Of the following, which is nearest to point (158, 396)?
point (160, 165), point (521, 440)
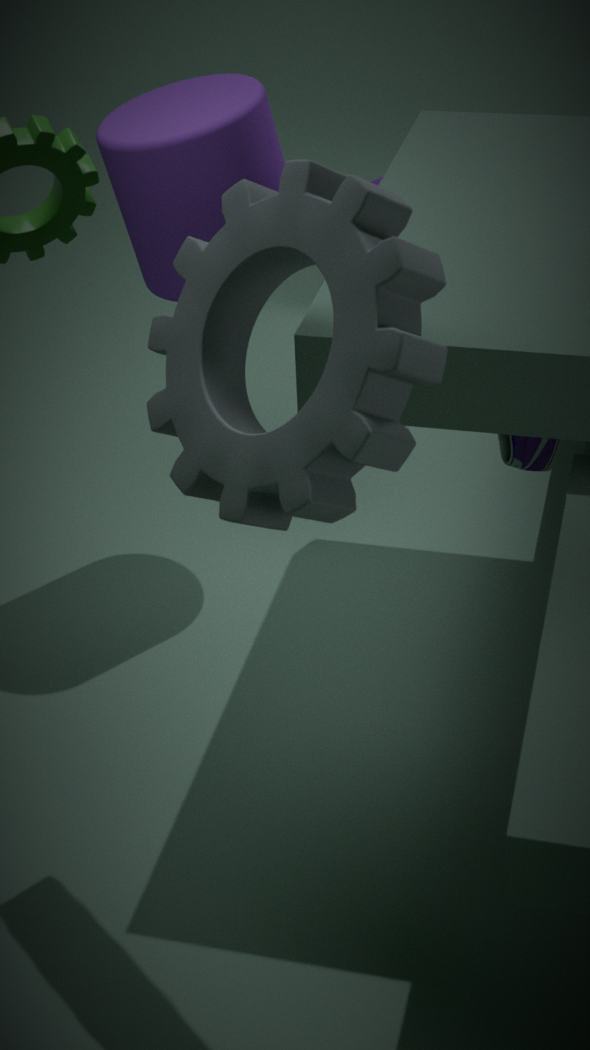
point (521, 440)
